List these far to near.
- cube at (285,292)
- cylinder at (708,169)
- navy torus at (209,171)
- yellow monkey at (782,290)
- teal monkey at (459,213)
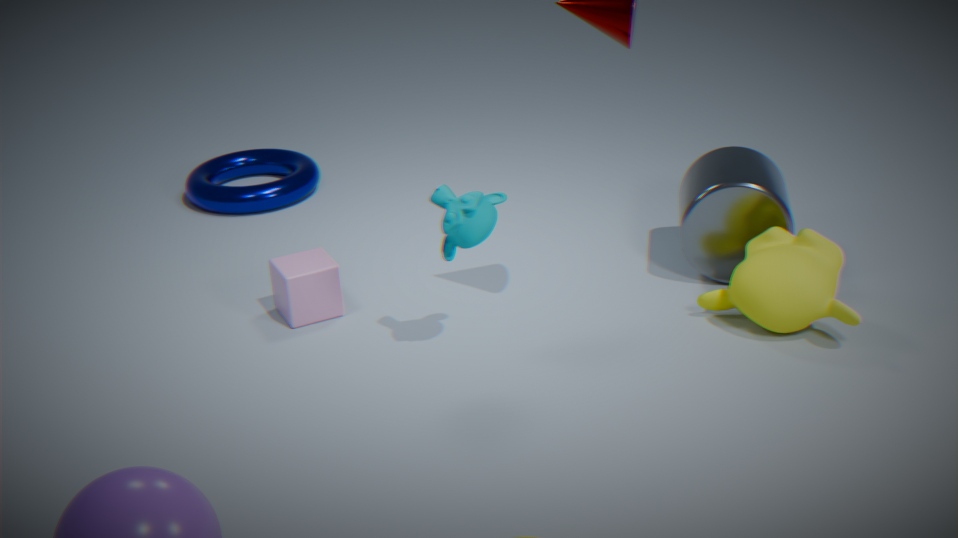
navy torus at (209,171), cylinder at (708,169), cube at (285,292), yellow monkey at (782,290), teal monkey at (459,213)
